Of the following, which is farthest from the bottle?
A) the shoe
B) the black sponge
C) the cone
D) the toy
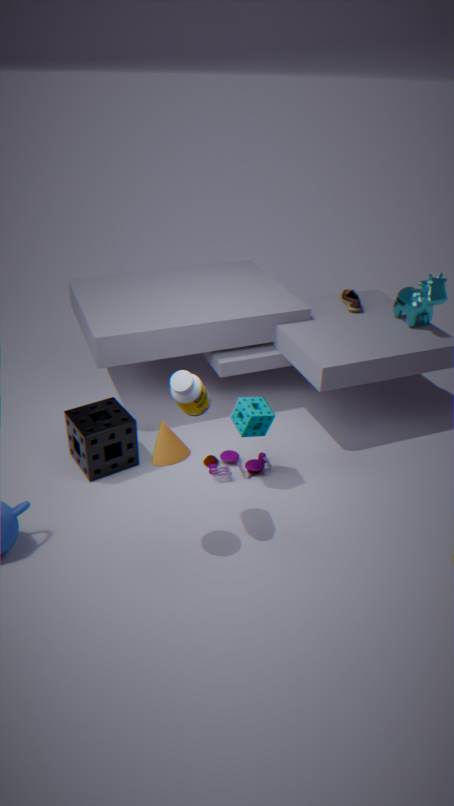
the shoe
